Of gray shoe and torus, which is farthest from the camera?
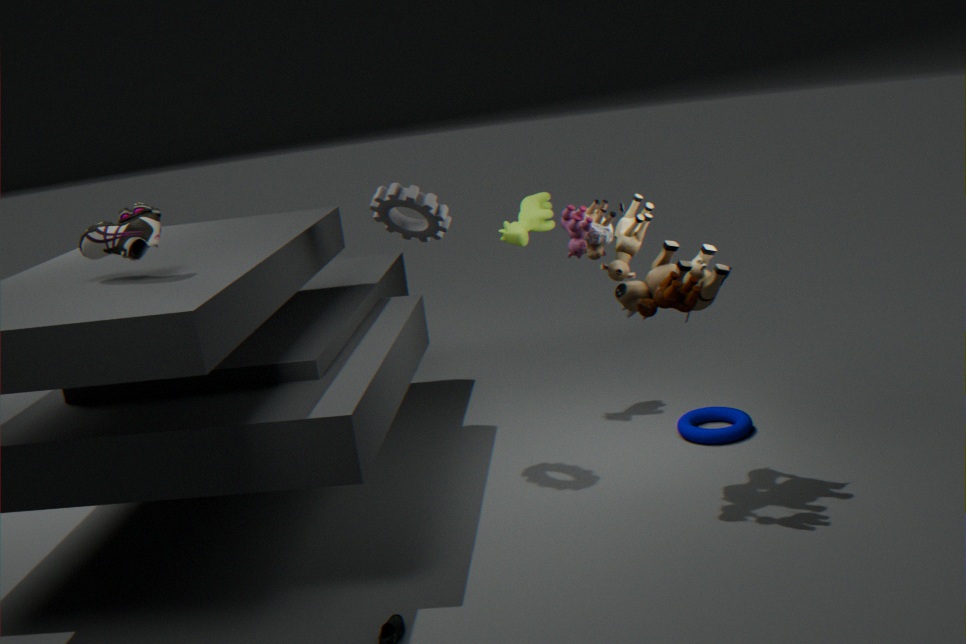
torus
